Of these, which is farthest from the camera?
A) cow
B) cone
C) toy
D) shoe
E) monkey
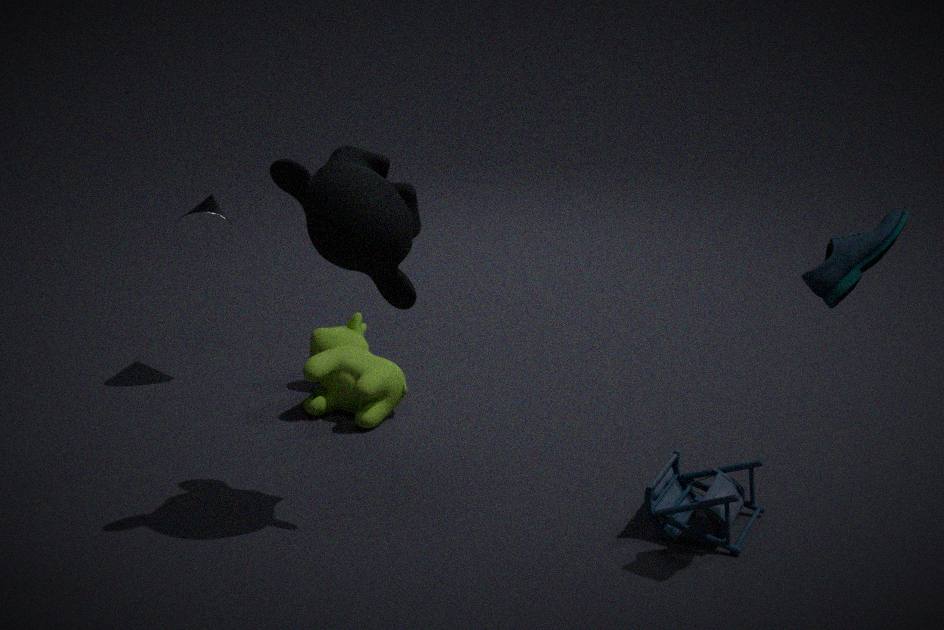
cone
